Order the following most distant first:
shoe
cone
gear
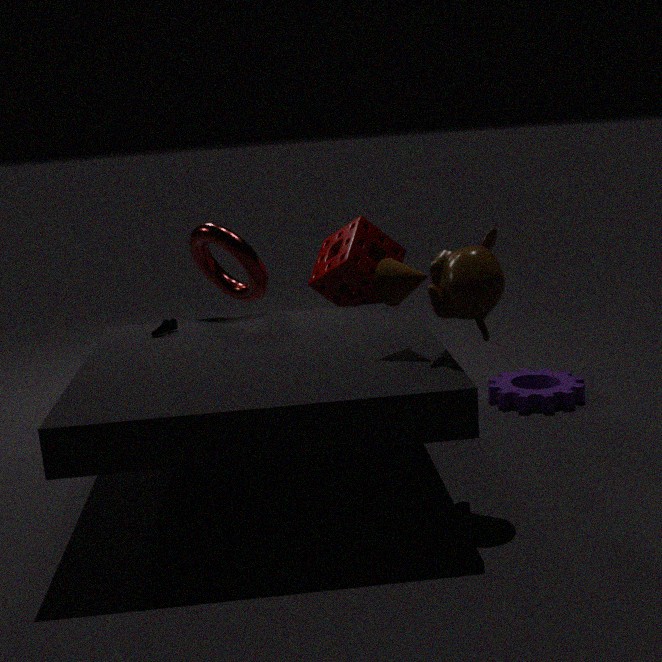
gear, shoe, cone
